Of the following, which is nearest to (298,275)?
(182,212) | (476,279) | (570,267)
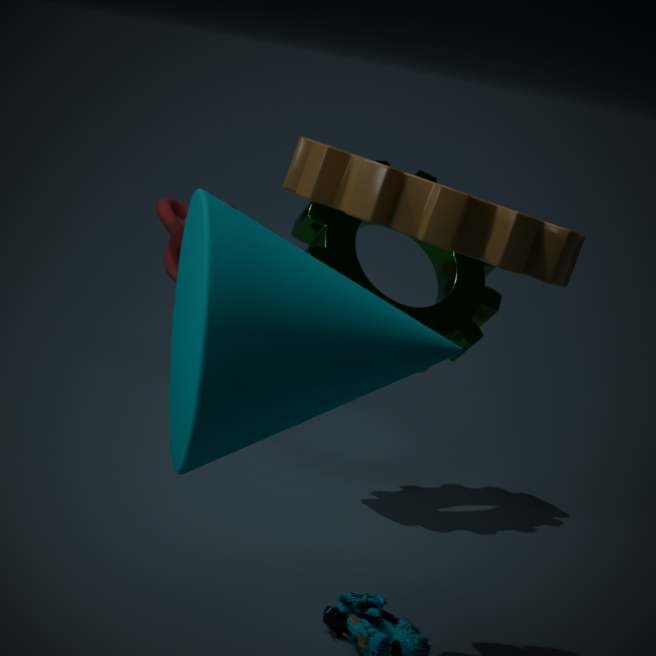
(570,267)
